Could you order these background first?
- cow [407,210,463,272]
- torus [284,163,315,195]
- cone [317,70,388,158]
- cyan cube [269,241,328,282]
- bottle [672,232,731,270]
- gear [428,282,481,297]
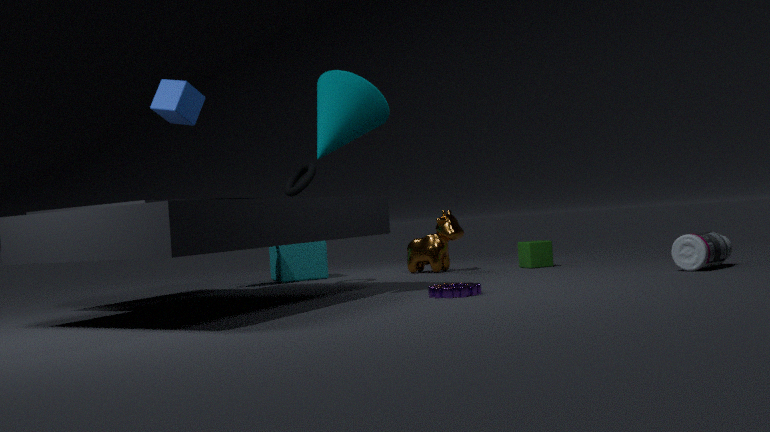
cyan cube [269,241,328,282], cow [407,210,463,272], torus [284,163,315,195], bottle [672,232,731,270], cone [317,70,388,158], gear [428,282,481,297]
